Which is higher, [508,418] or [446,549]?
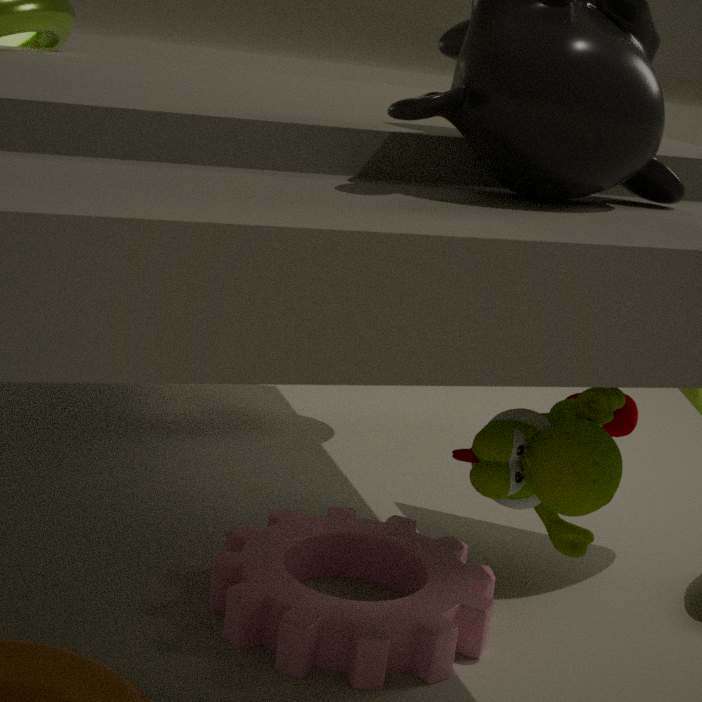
[508,418]
